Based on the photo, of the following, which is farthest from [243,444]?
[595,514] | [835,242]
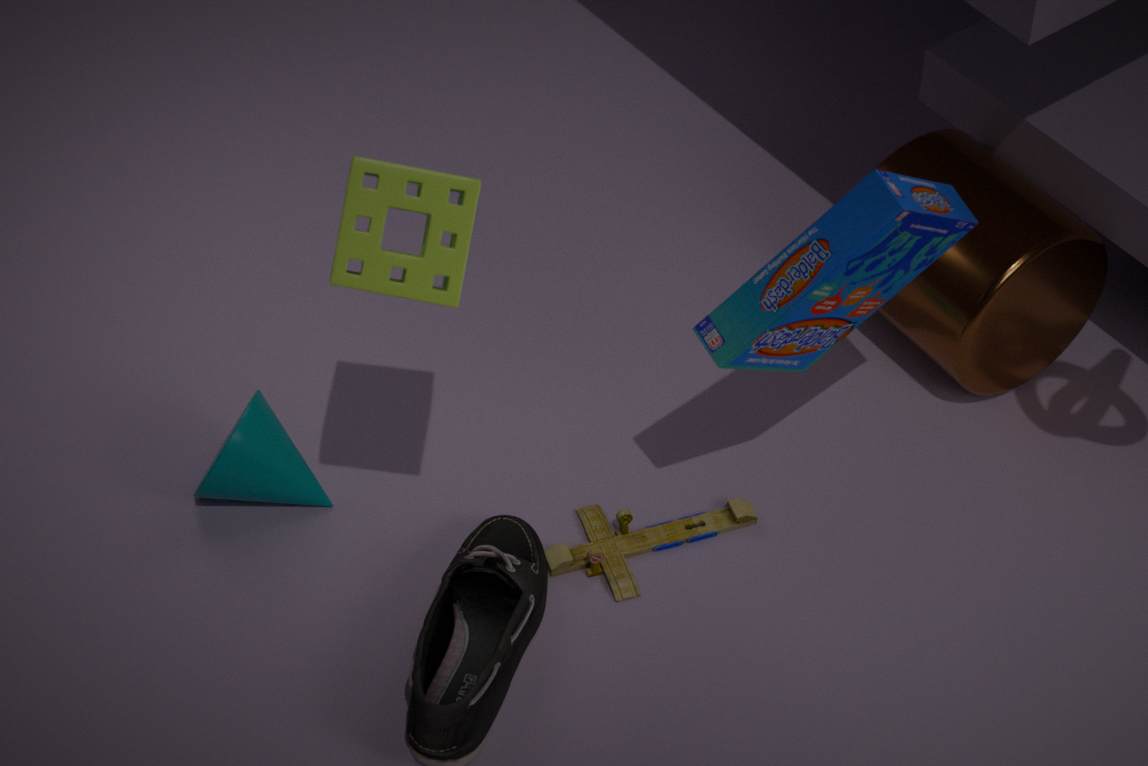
[835,242]
